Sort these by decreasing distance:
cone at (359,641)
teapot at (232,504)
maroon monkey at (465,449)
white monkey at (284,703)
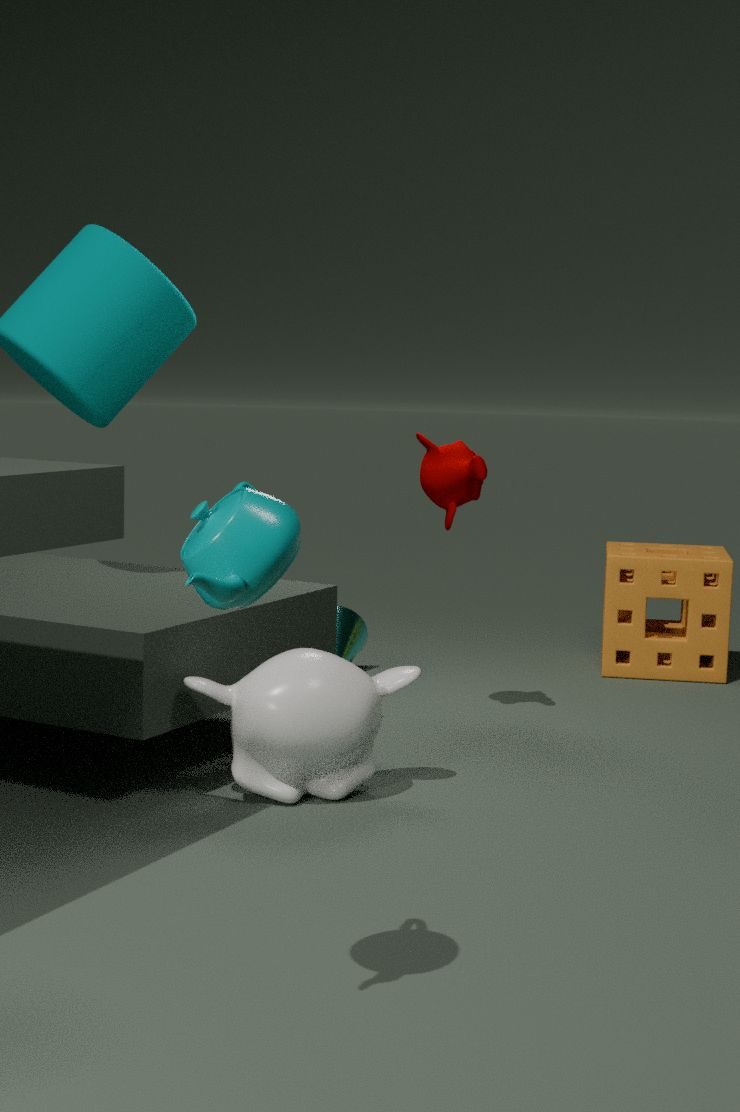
cone at (359,641)
maroon monkey at (465,449)
white monkey at (284,703)
teapot at (232,504)
